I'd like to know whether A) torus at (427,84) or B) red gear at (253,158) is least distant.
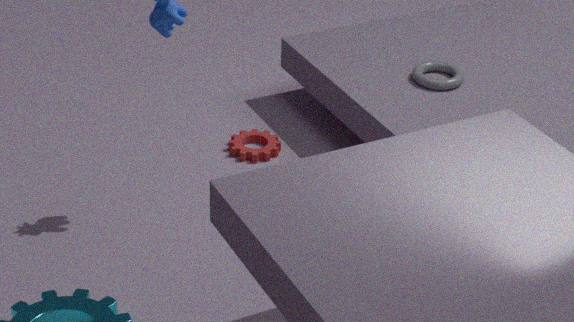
A. torus at (427,84)
